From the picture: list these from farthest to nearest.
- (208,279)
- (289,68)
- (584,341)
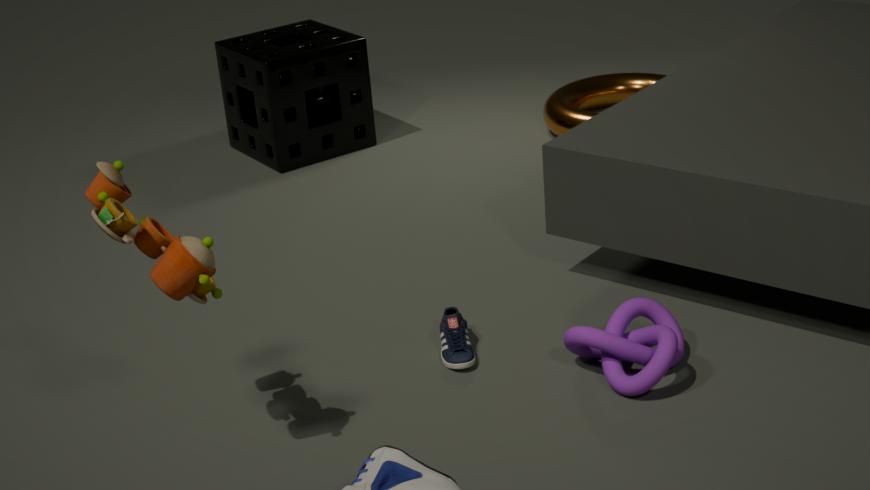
(289,68), (584,341), (208,279)
